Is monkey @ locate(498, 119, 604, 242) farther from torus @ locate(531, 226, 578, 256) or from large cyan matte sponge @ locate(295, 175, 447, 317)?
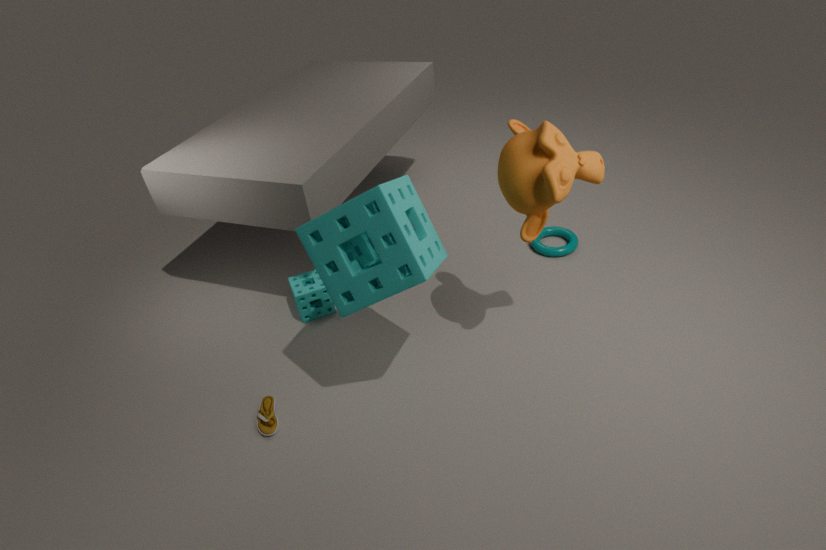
torus @ locate(531, 226, 578, 256)
